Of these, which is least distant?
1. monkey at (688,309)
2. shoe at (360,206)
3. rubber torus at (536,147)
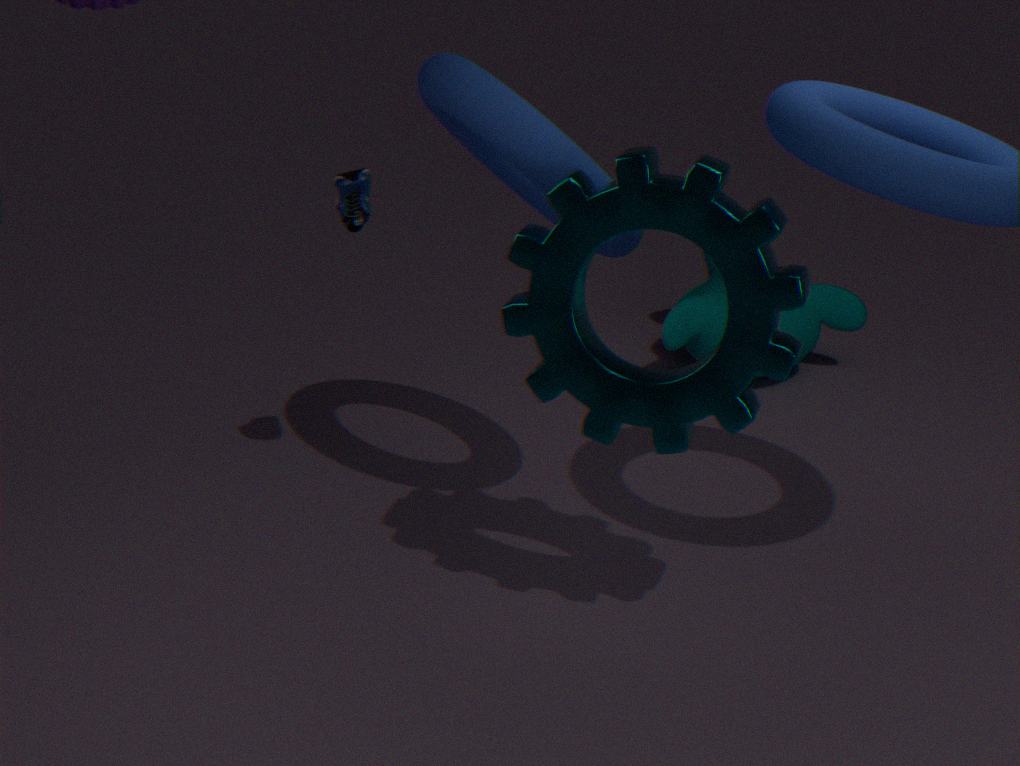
rubber torus at (536,147)
